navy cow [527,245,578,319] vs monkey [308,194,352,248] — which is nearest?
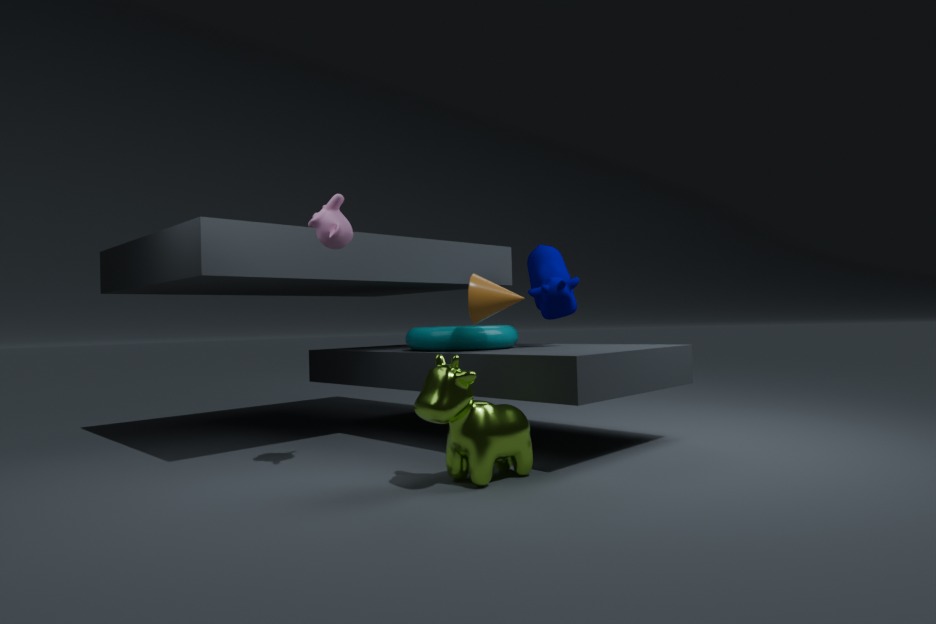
monkey [308,194,352,248]
